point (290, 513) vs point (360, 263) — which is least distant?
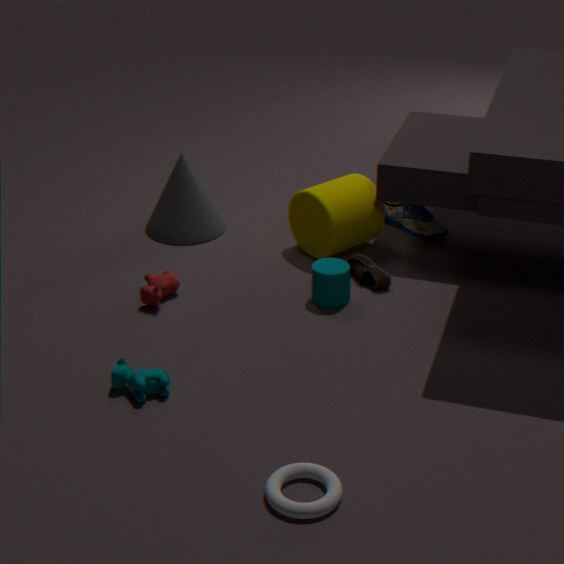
point (290, 513)
